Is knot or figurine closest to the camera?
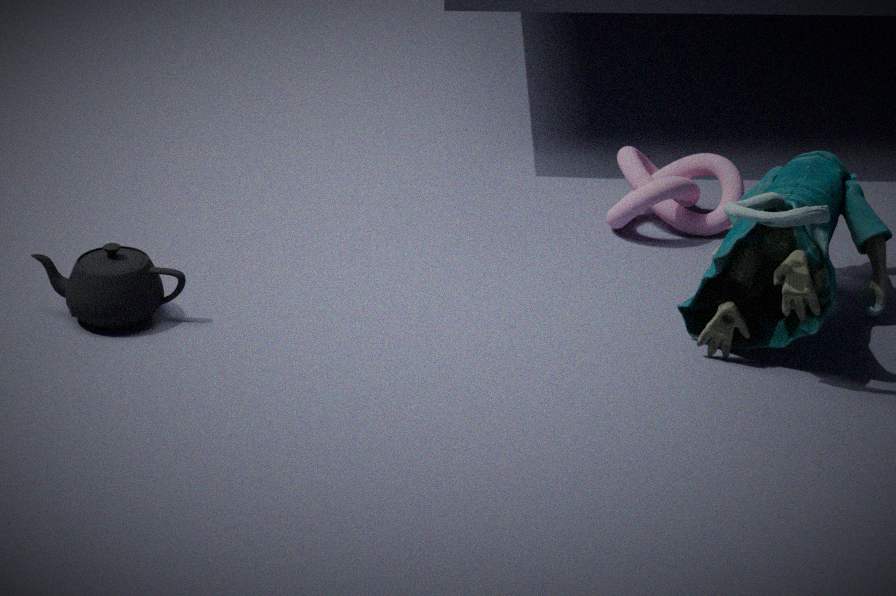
figurine
